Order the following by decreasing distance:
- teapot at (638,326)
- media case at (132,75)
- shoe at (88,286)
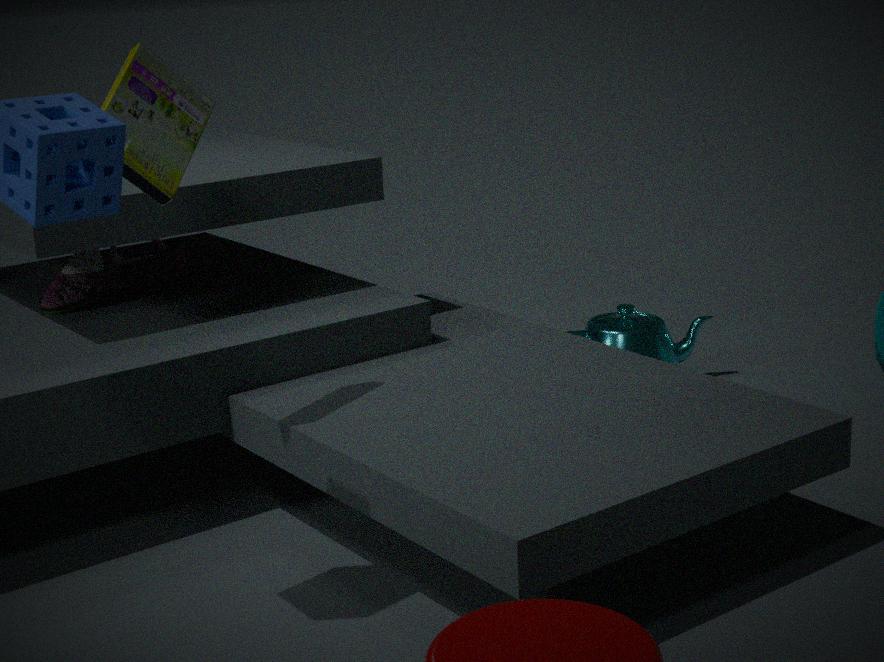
teapot at (638,326)
shoe at (88,286)
media case at (132,75)
